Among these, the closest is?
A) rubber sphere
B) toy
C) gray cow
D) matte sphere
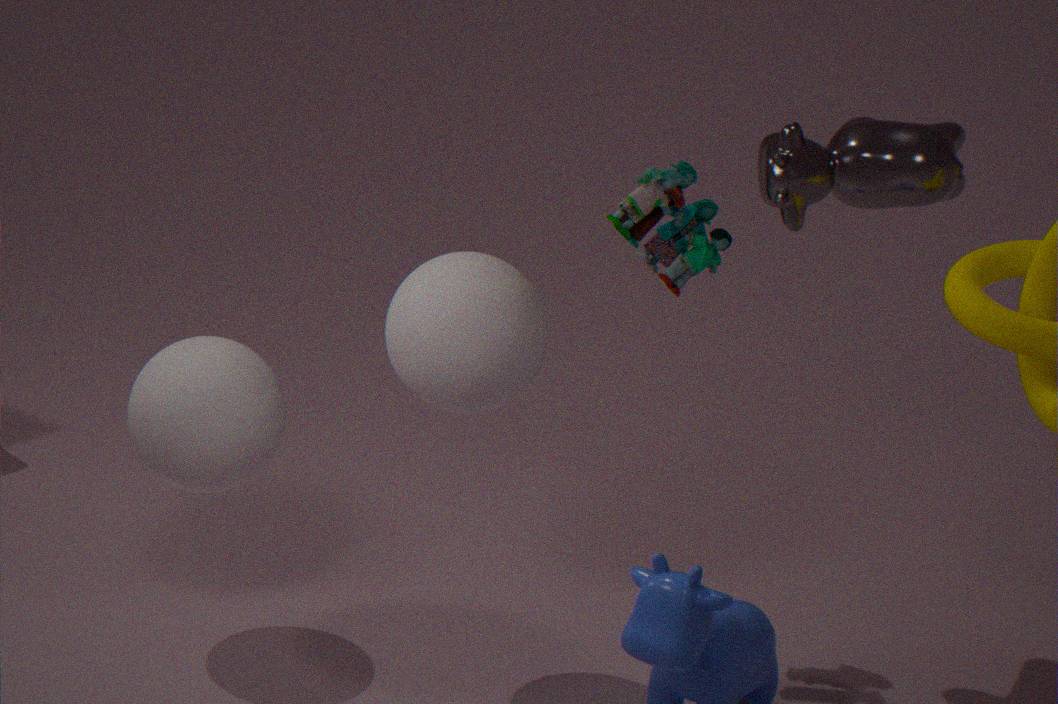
matte sphere
